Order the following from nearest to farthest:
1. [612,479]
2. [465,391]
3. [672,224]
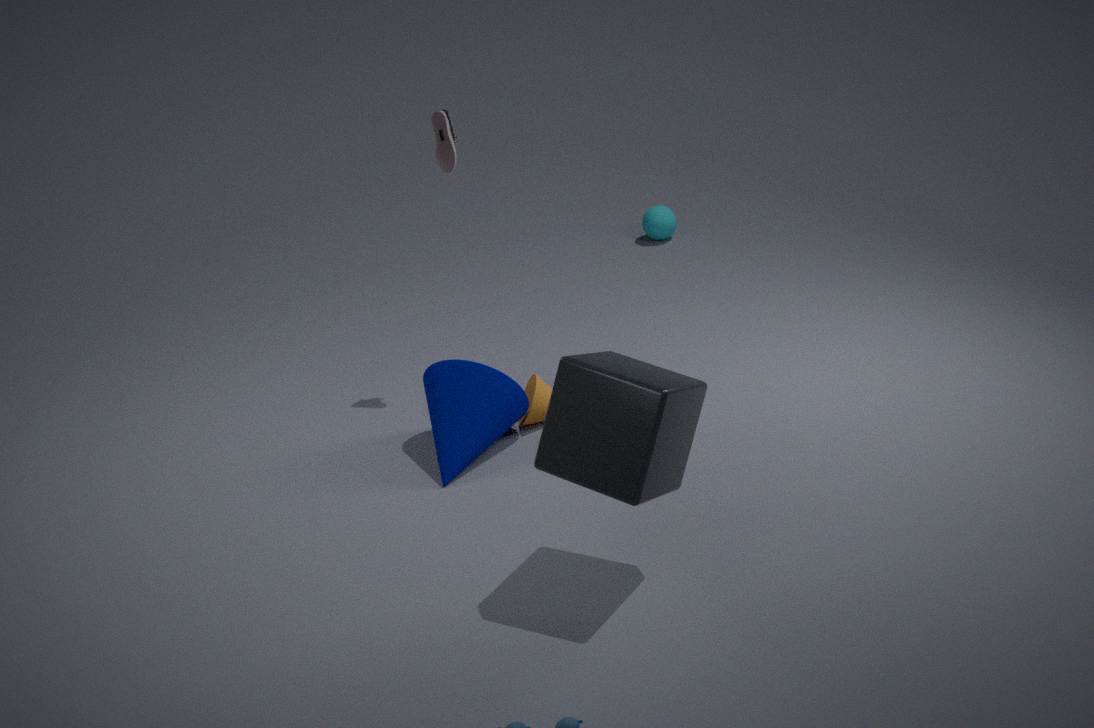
1. [612,479]
2. [465,391]
3. [672,224]
